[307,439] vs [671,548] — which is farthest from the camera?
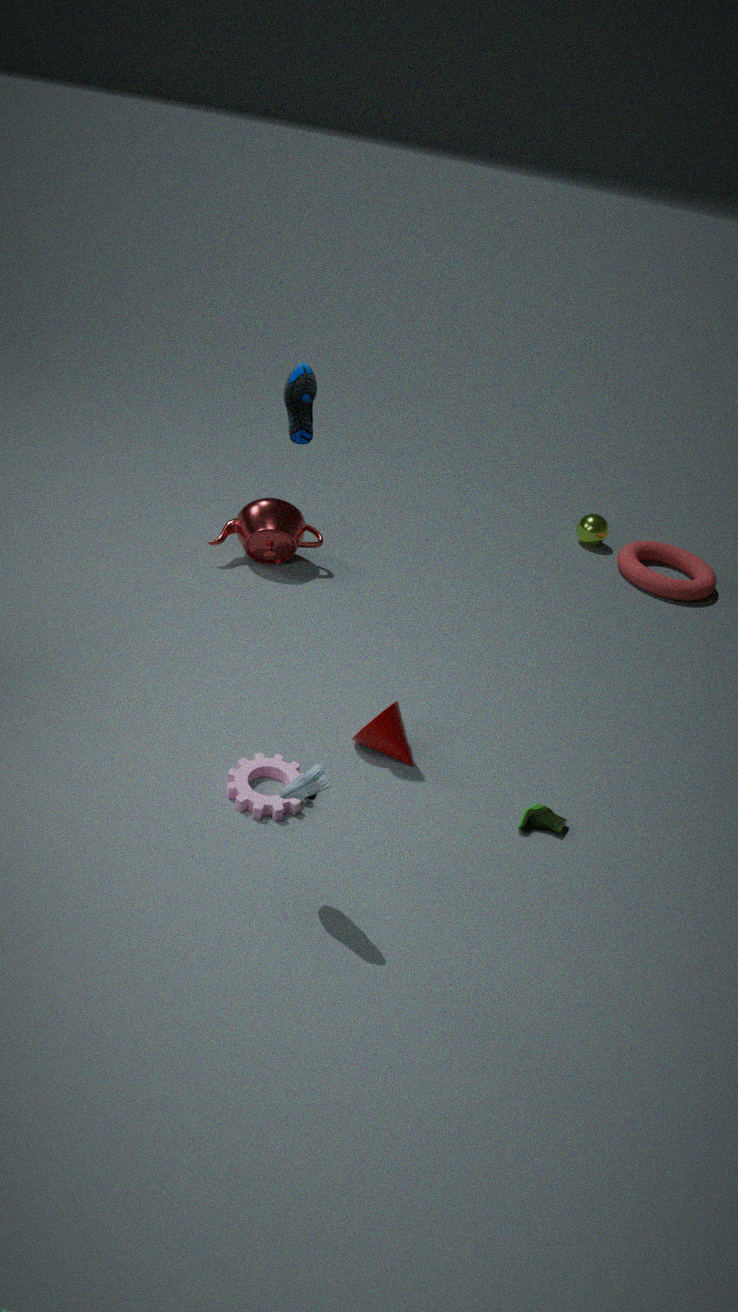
[671,548]
